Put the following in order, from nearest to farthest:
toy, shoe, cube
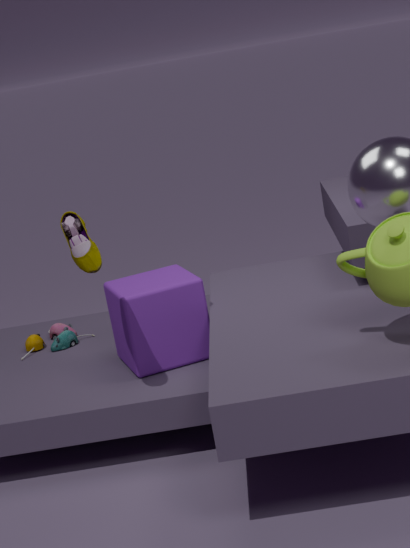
shoe → cube → toy
